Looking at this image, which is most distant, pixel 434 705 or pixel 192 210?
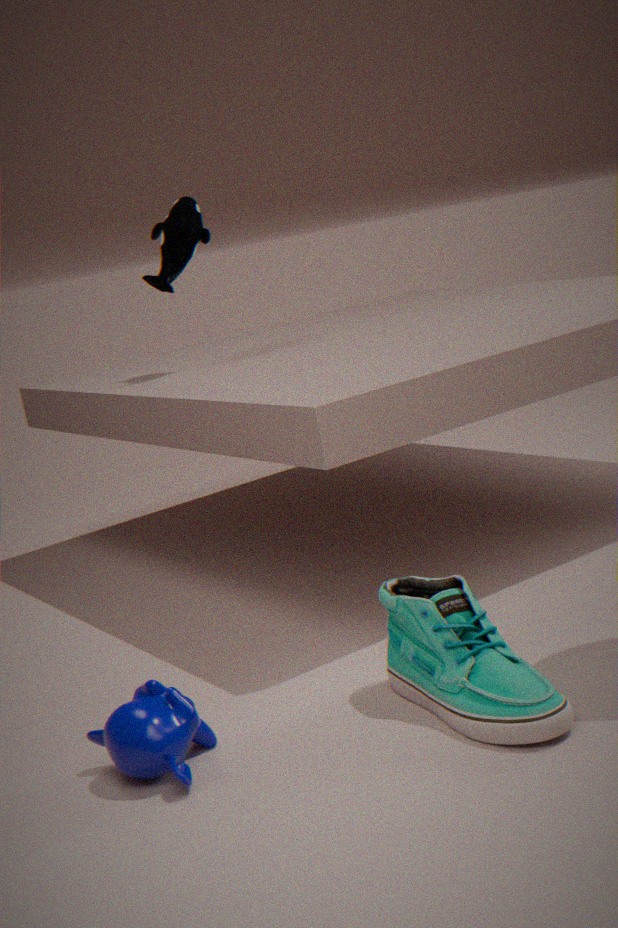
pixel 192 210
